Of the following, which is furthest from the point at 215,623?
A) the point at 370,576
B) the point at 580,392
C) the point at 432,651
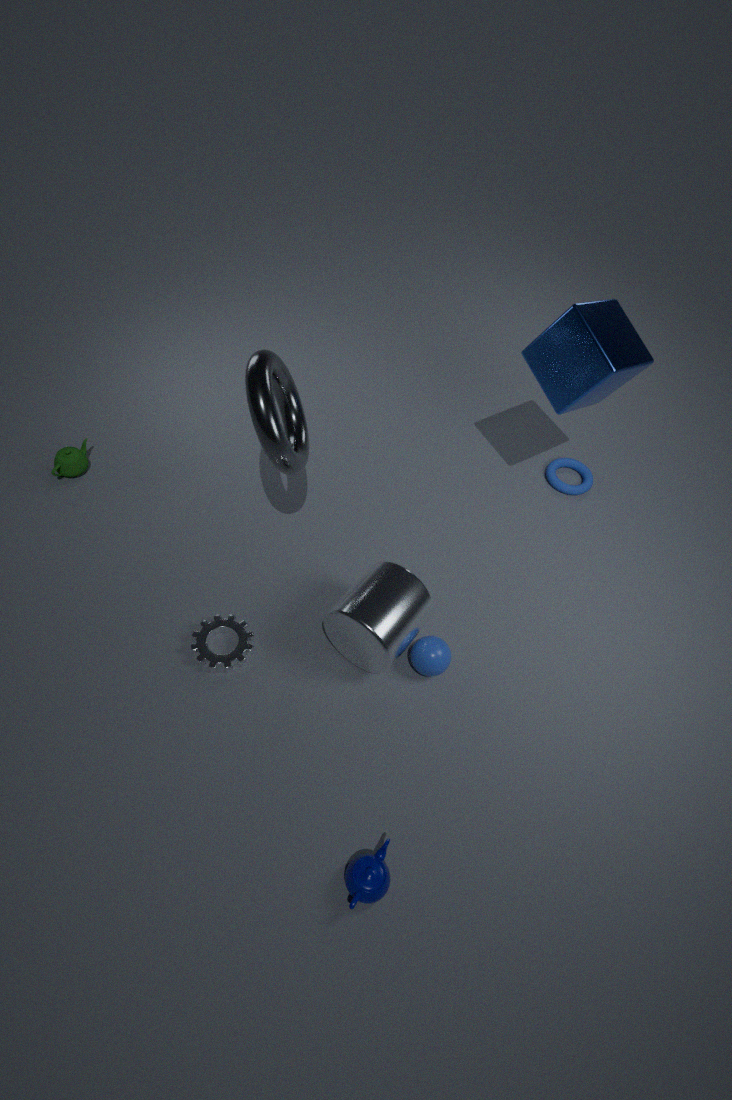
the point at 580,392
